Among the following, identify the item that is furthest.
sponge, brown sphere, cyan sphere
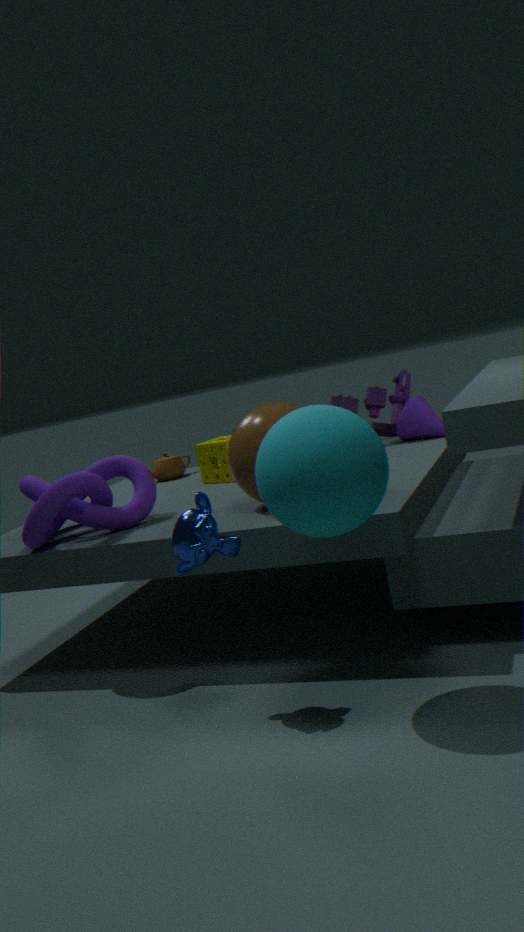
sponge
